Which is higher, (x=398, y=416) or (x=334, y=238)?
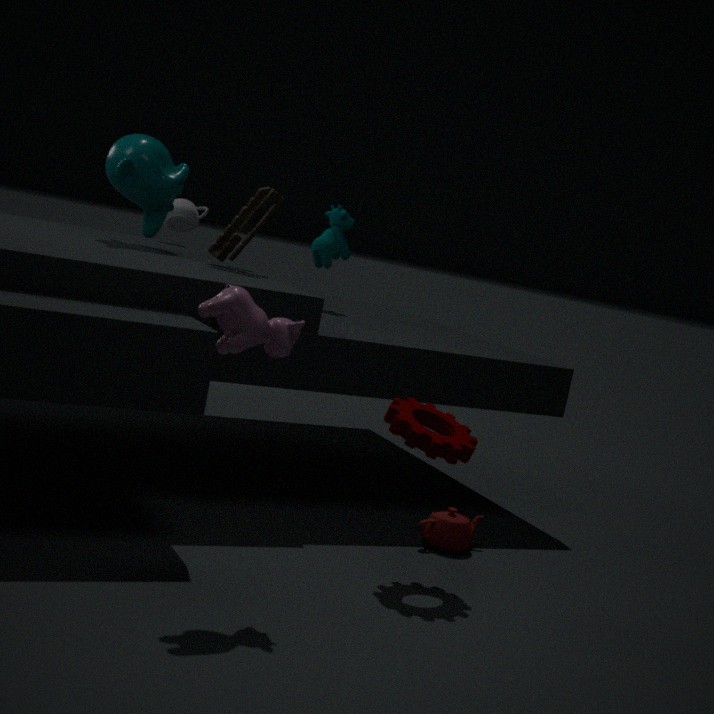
(x=334, y=238)
